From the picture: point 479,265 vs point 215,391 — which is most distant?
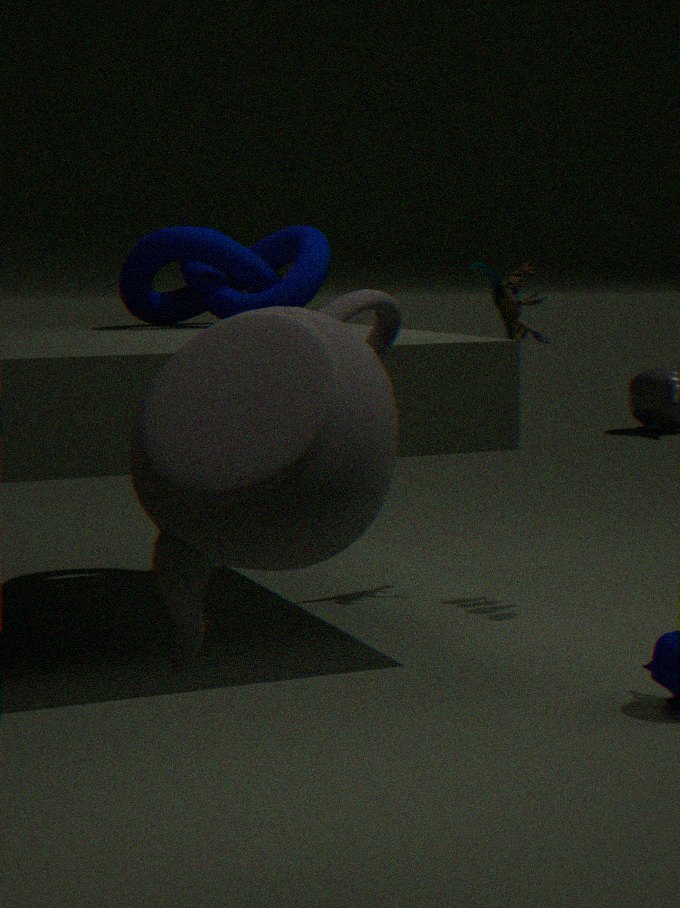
point 479,265
